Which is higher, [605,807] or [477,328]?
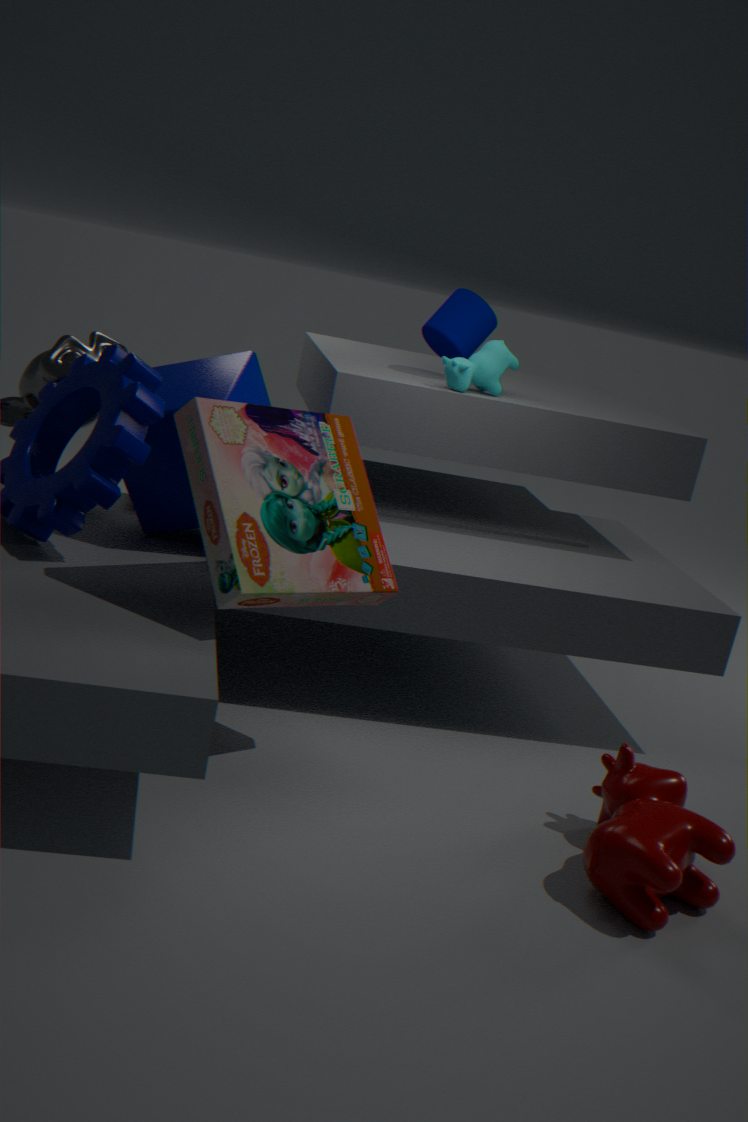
[477,328]
